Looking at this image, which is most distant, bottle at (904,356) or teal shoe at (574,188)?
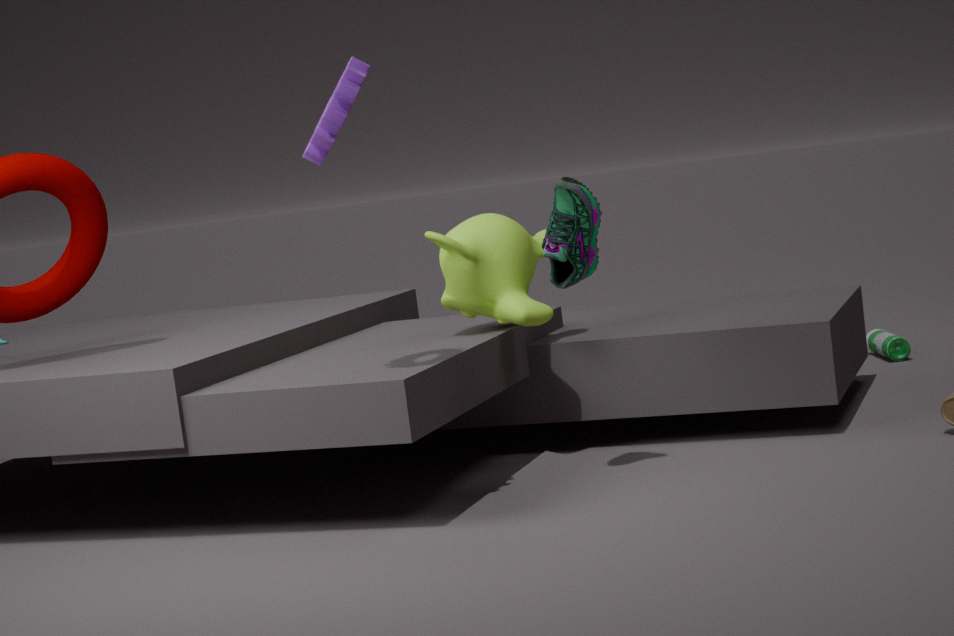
bottle at (904,356)
